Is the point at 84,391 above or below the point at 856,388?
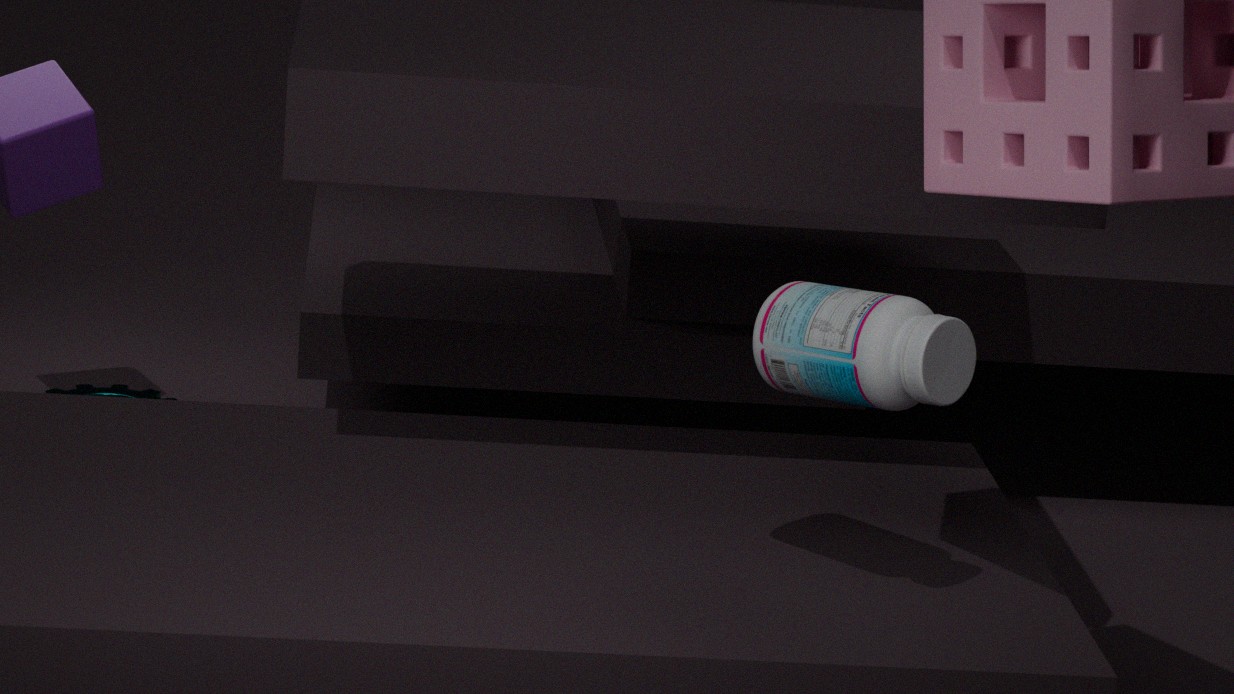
below
